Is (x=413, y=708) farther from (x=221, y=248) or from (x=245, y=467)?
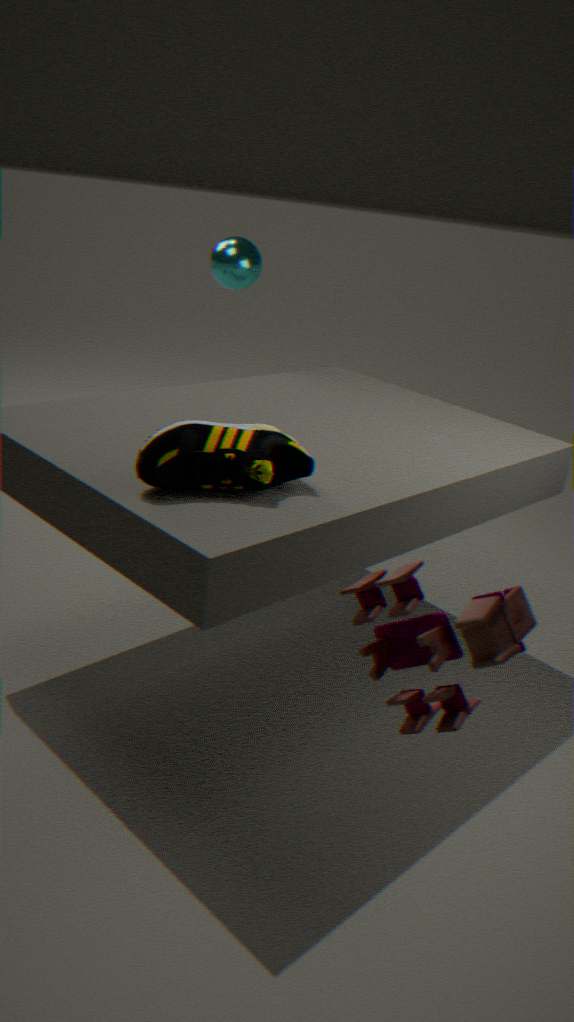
(x=221, y=248)
